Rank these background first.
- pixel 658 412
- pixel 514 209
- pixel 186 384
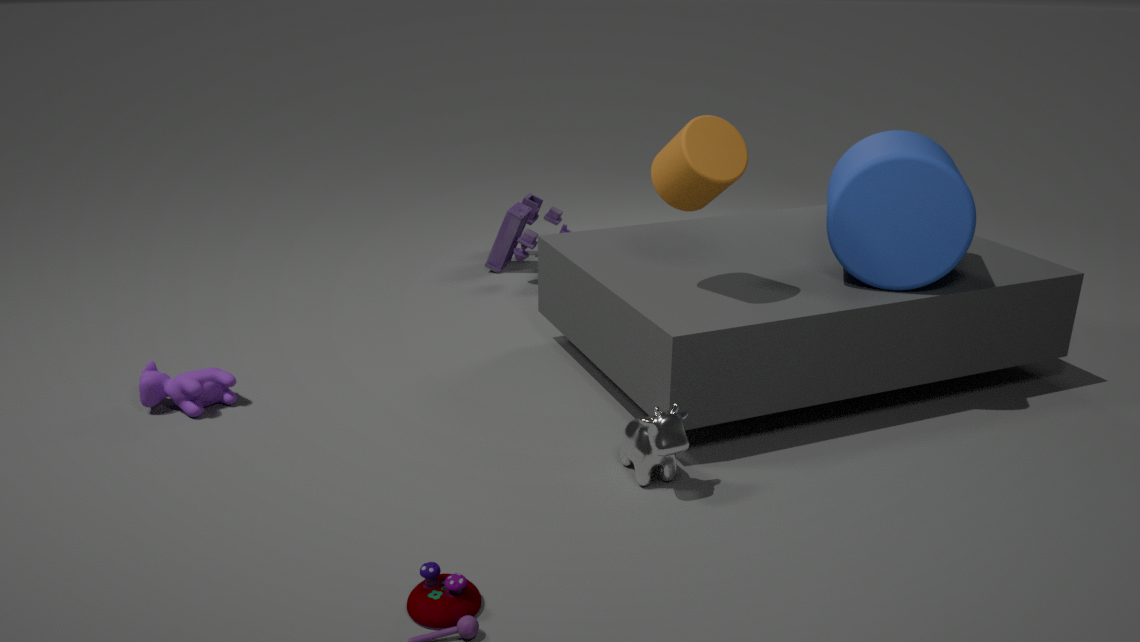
pixel 514 209
pixel 186 384
pixel 658 412
